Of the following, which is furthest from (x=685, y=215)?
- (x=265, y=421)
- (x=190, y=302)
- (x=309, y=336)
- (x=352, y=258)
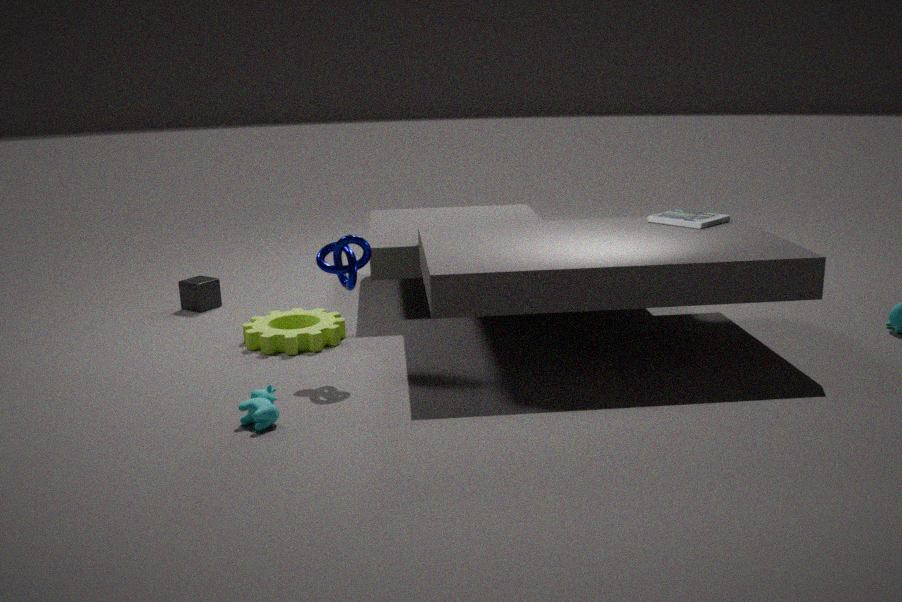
(x=190, y=302)
